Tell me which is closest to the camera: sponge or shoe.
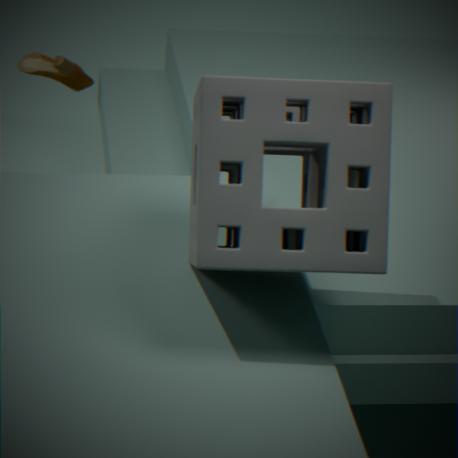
sponge
